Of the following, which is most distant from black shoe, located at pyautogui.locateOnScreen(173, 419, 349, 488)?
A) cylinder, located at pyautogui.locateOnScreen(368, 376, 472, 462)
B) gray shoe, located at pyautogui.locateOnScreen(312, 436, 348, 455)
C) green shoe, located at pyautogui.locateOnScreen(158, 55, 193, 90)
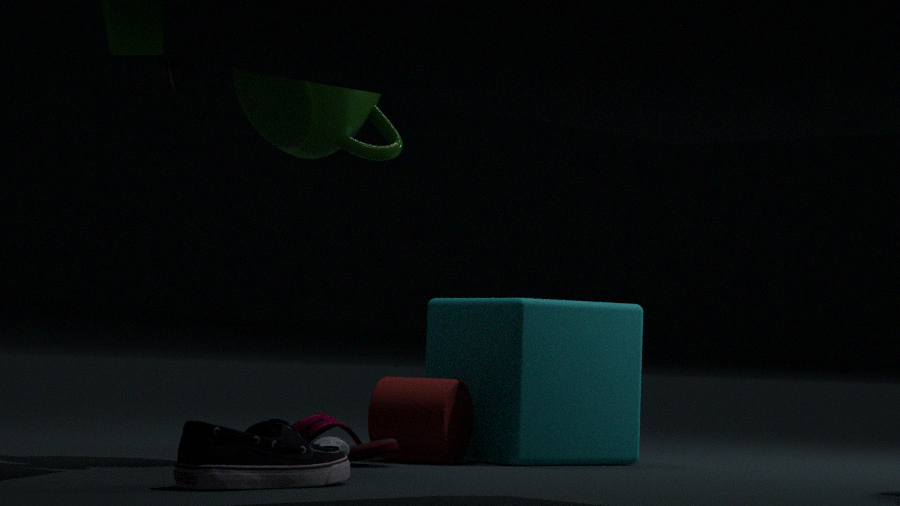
green shoe, located at pyautogui.locateOnScreen(158, 55, 193, 90)
